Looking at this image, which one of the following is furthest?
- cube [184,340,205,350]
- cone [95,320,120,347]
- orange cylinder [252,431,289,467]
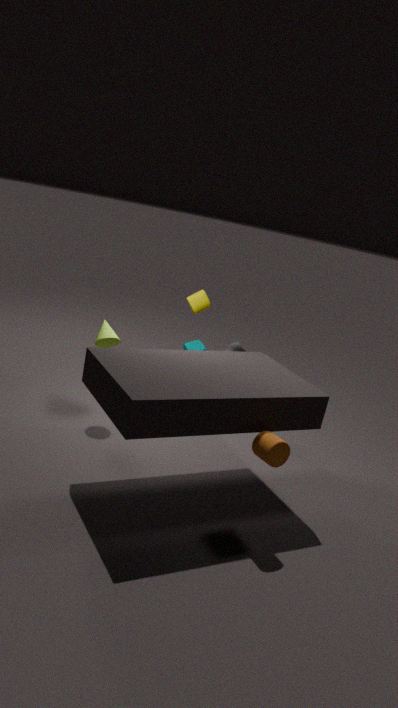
cube [184,340,205,350]
